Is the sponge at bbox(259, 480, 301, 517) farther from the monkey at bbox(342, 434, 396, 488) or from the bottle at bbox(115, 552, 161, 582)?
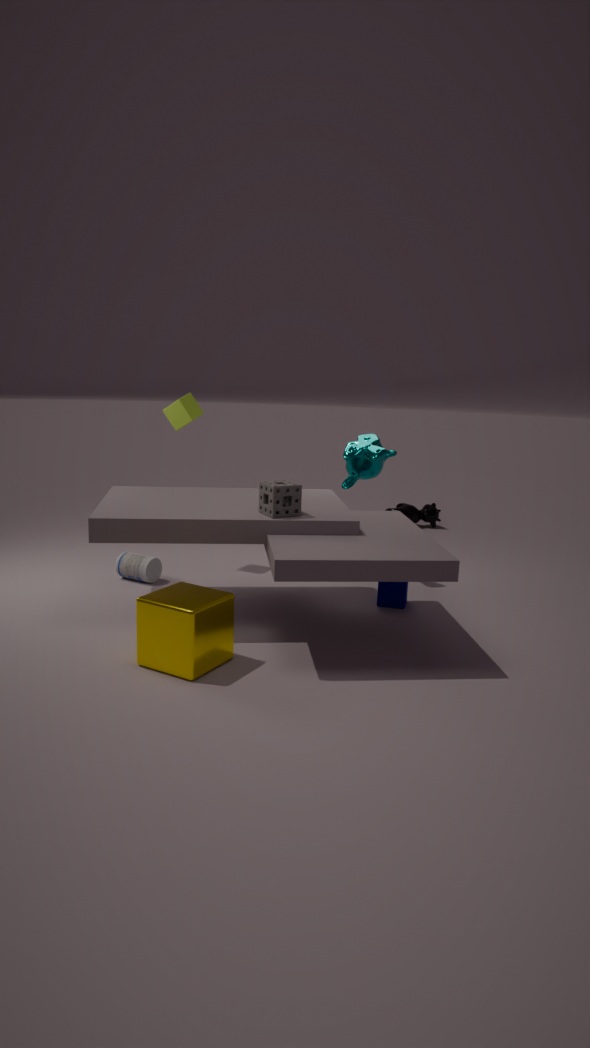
the bottle at bbox(115, 552, 161, 582)
